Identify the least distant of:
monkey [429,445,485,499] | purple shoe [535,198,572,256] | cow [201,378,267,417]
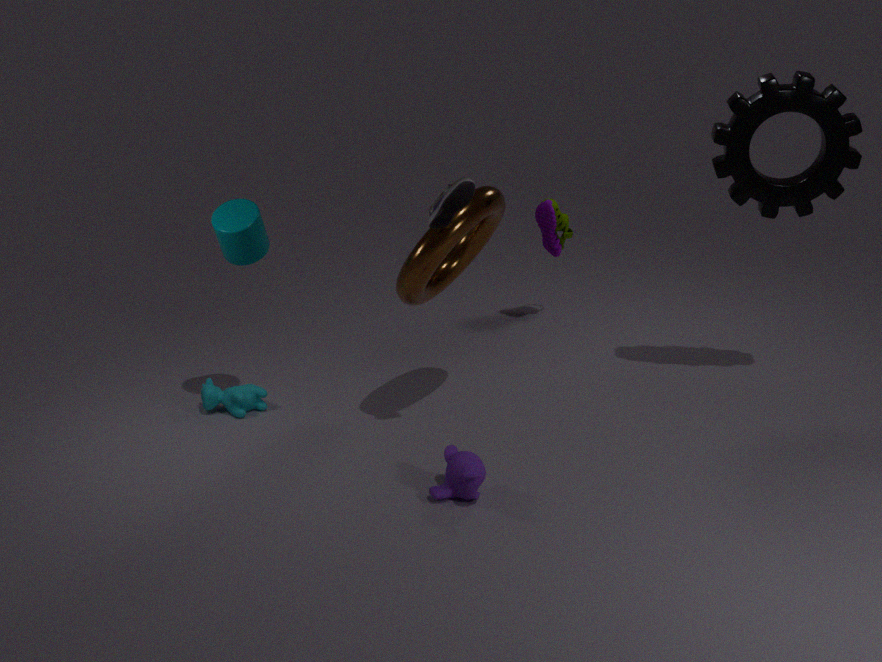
monkey [429,445,485,499]
